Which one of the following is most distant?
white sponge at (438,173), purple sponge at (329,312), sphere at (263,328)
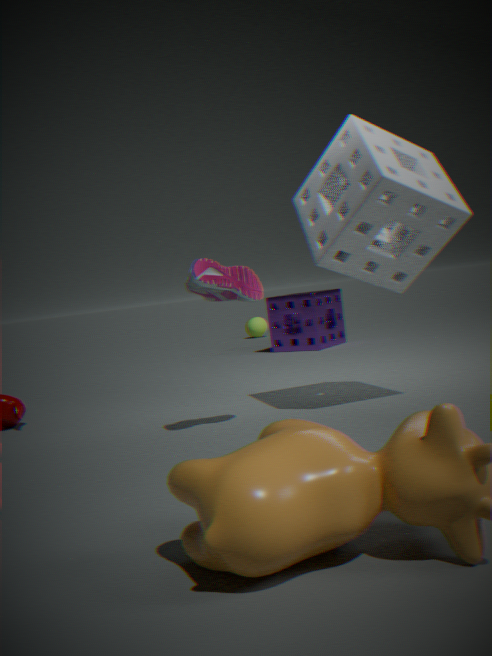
sphere at (263,328)
